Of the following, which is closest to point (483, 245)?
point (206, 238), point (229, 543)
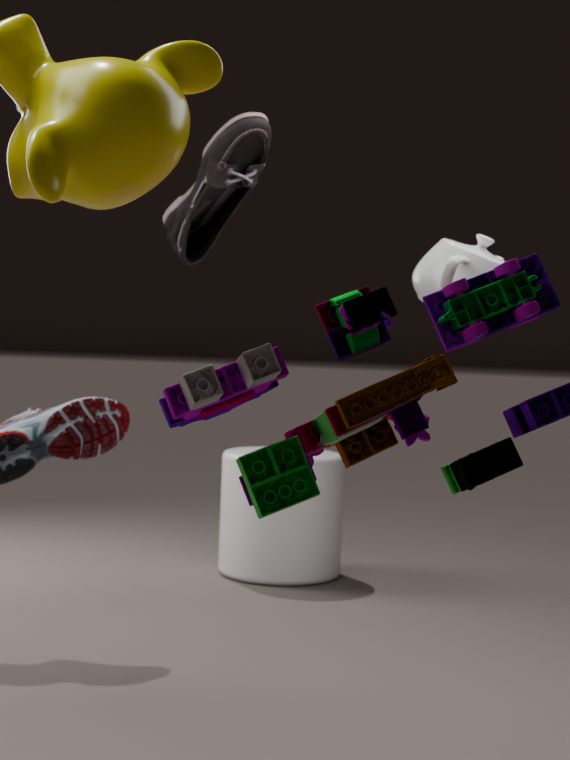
point (206, 238)
